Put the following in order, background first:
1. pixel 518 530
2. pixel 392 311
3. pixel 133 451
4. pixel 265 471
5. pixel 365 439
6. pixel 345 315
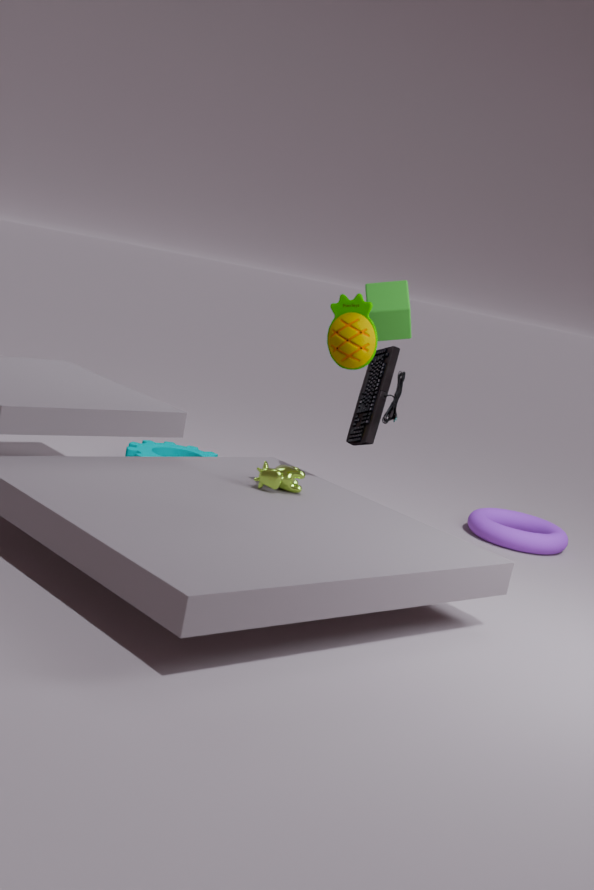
pixel 133 451 → pixel 518 530 → pixel 365 439 → pixel 265 471 → pixel 392 311 → pixel 345 315
